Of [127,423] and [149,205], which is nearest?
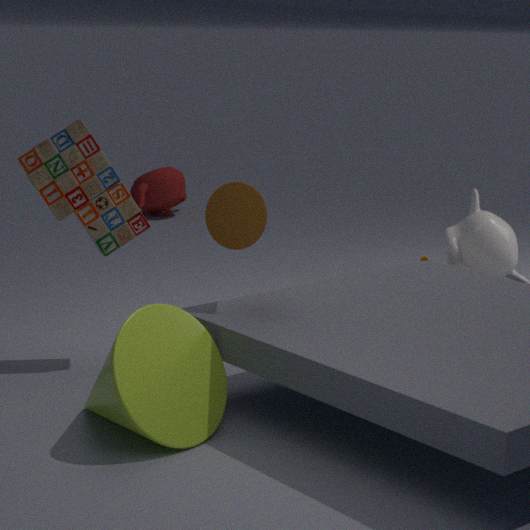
[127,423]
